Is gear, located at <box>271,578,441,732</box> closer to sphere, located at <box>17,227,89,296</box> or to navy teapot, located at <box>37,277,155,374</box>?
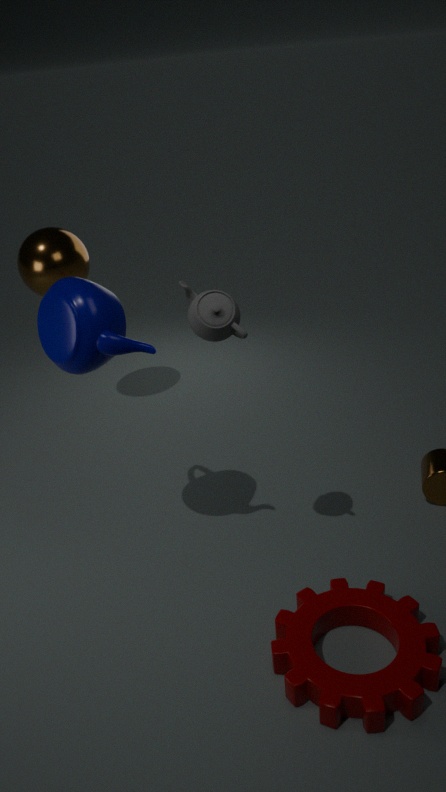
navy teapot, located at <box>37,277,155,374</box>
